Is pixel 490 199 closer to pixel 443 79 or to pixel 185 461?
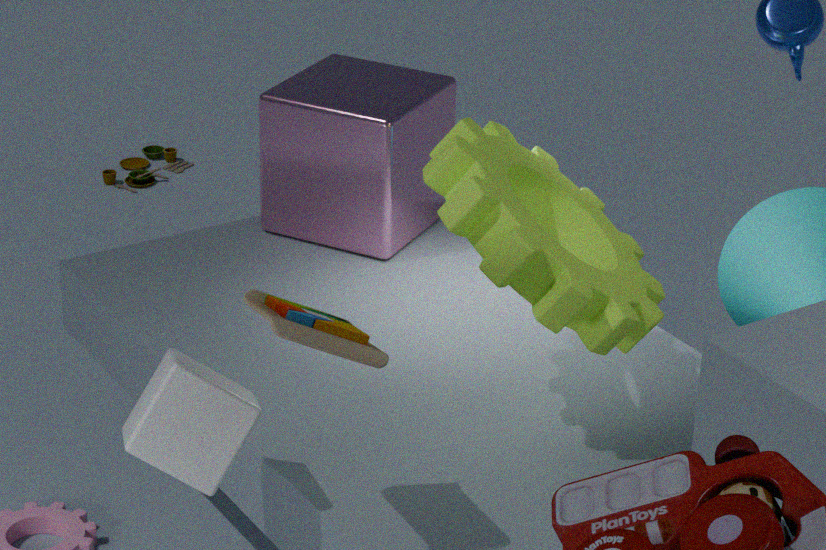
pixel 185 461
